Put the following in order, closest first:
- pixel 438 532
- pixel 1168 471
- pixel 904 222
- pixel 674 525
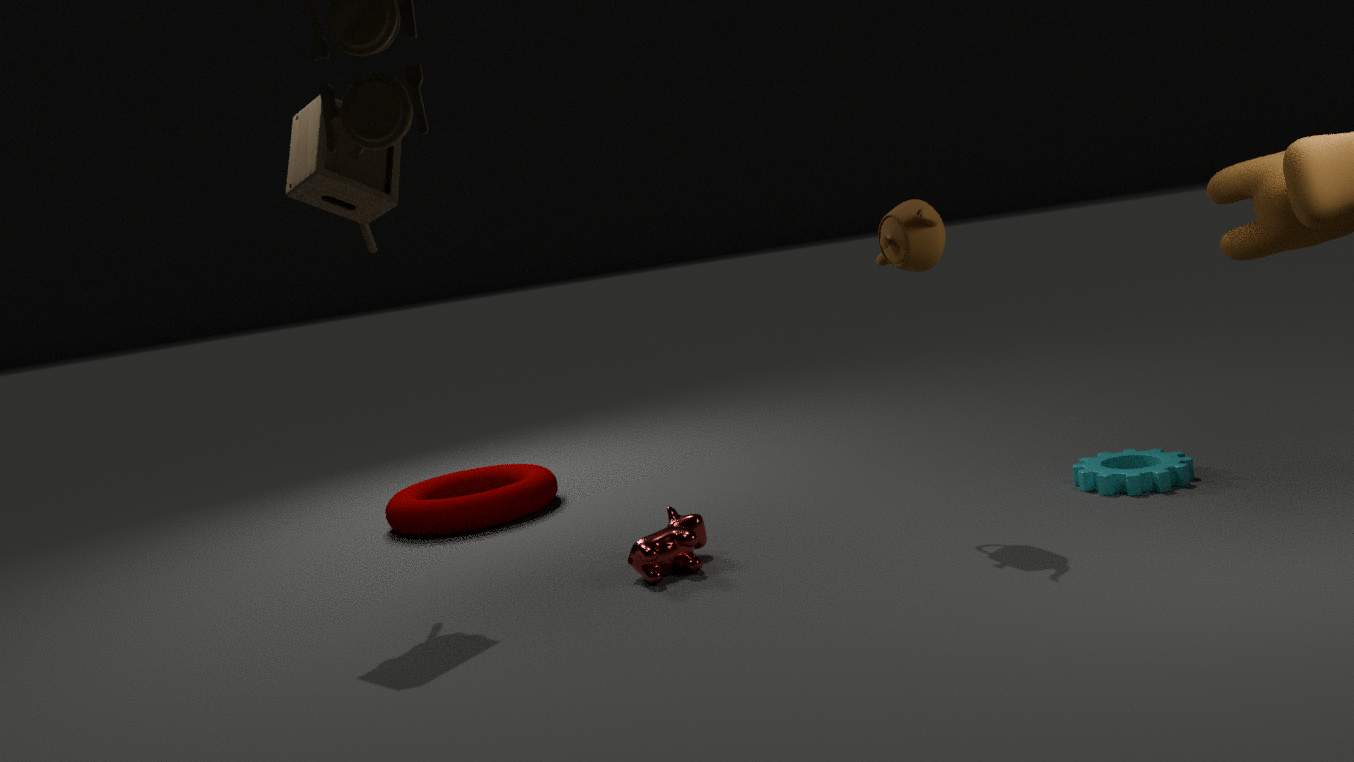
pixel 904 222 < pixel 1168 471 < pixel 674 525 < pixel 438 532
